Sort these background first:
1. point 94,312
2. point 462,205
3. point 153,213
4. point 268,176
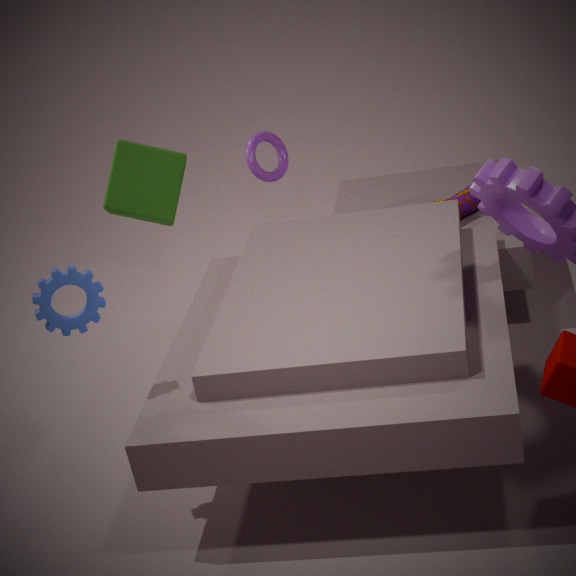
point 268,176 → point 153,213 → point 462,205 → point 94,312
